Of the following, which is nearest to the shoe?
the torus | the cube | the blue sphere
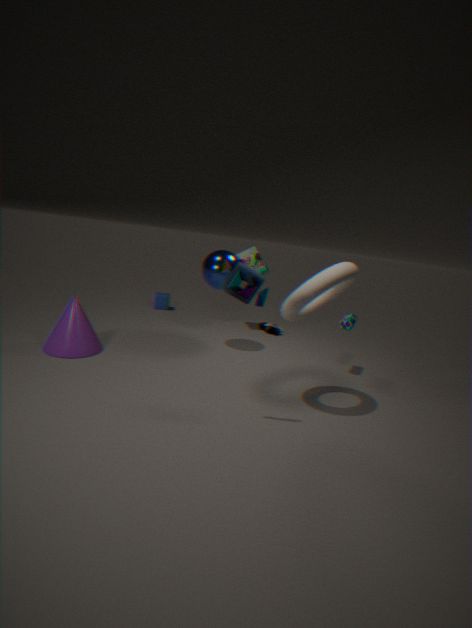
the blue sphere
